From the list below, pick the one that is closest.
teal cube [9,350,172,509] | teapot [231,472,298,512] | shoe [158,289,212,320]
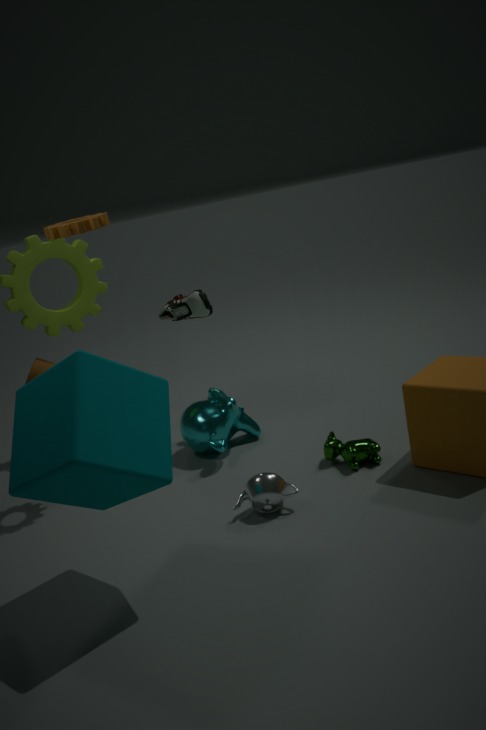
teal cube [9,350,172,509]
